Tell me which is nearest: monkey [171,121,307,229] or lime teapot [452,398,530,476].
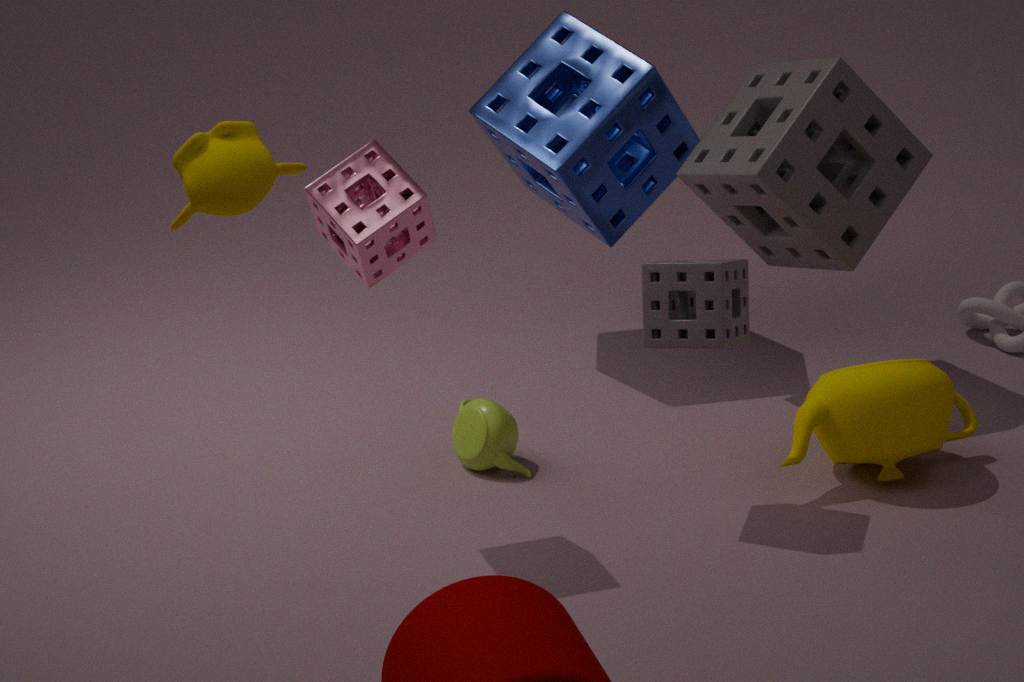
monkey [171,121,307,229]
